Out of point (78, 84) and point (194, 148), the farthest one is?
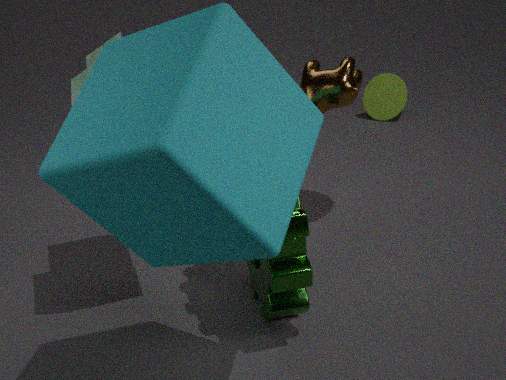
point (78, 84)
